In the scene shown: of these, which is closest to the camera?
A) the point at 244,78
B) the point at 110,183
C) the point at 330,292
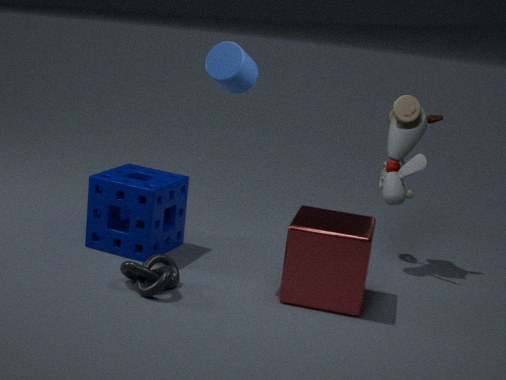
the point at 244,78
